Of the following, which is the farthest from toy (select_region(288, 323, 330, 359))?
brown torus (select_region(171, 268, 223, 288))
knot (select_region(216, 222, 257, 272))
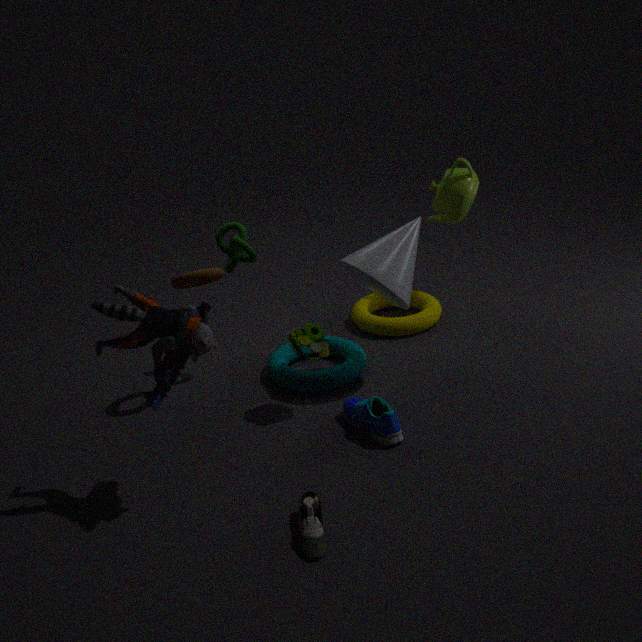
knot (select_region(216, 222, 257, 272))
